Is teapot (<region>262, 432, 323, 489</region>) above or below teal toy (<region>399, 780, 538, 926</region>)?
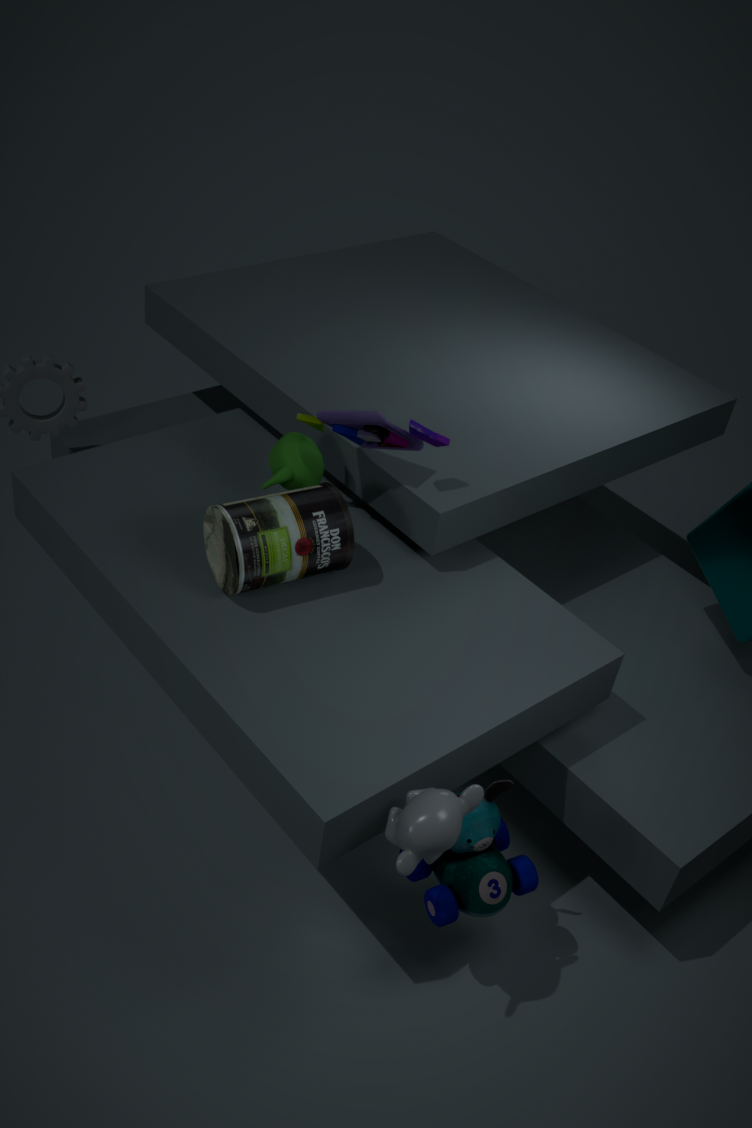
above
